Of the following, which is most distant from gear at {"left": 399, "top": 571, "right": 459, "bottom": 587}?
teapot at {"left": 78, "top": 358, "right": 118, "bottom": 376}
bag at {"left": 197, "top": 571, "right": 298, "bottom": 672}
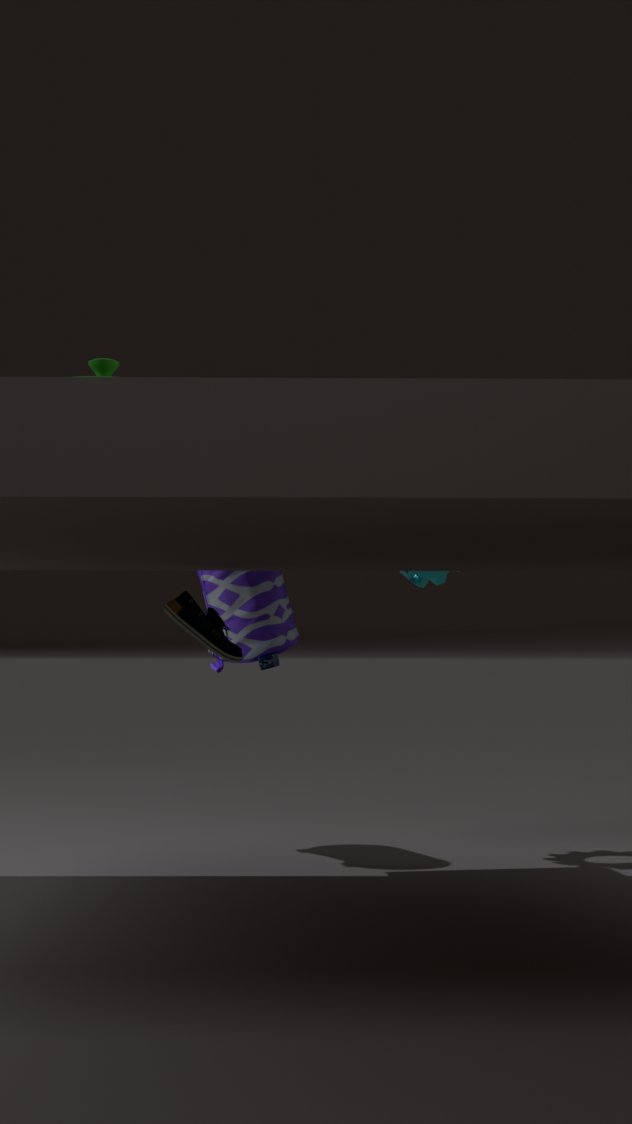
teapot at {"left": 78, "top": 358, "right": 118, "bottom": 376}
